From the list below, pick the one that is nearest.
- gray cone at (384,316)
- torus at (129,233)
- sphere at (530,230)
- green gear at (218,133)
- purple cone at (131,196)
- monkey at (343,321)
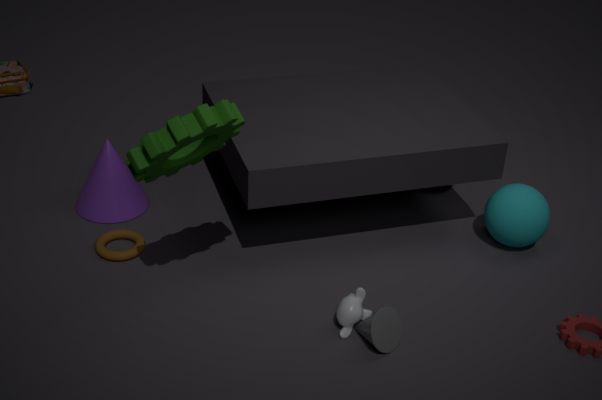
green gear at (218,133)
